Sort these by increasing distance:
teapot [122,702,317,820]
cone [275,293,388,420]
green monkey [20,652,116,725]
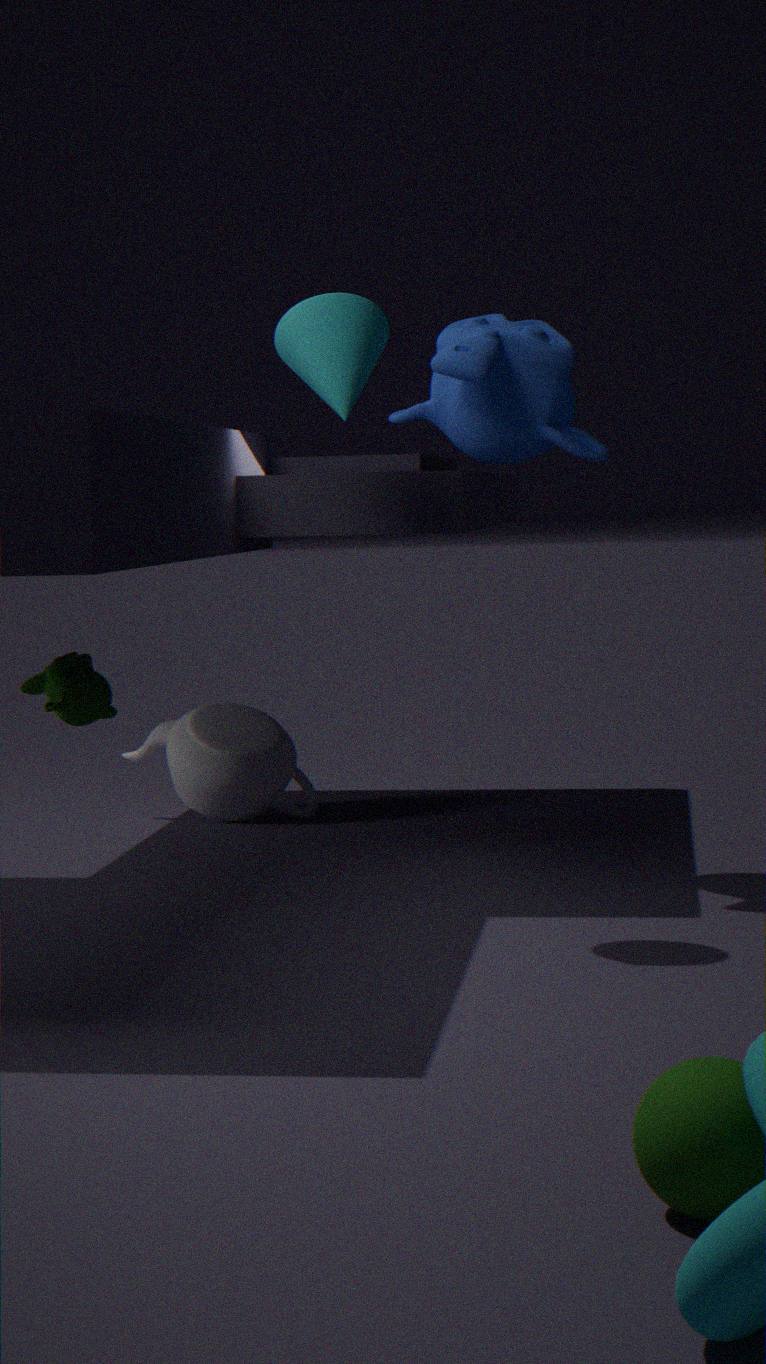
cone [275,293,388,420] < green monkey [20,652,116,725] < teapot [122,702,317,820]
